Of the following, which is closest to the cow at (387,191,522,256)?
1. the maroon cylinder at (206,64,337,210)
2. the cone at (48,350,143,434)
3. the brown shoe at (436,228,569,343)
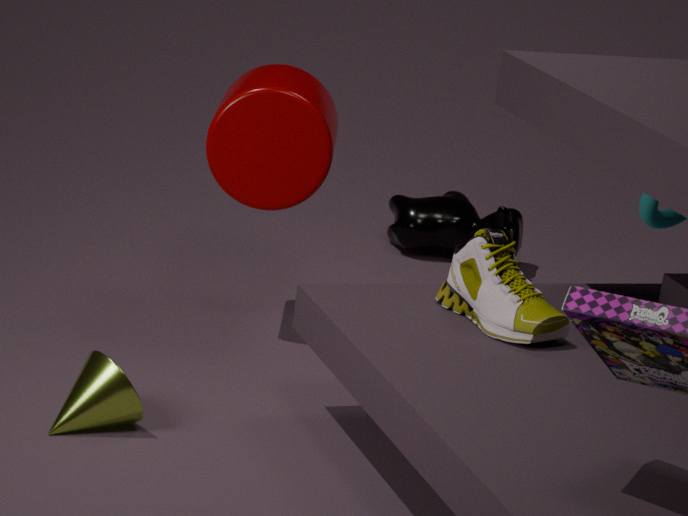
the maroon cylinder at (206,64,337,210)
